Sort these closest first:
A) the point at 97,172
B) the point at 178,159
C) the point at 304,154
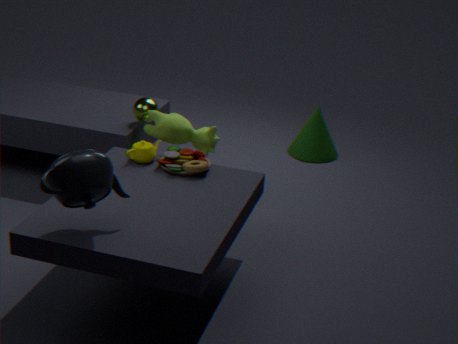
the point at 97,172, the point at 178,159, the point at 304,154
